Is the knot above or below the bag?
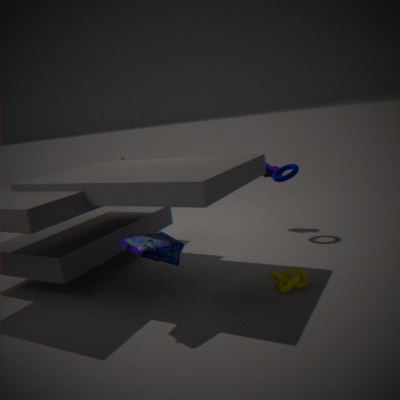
below
